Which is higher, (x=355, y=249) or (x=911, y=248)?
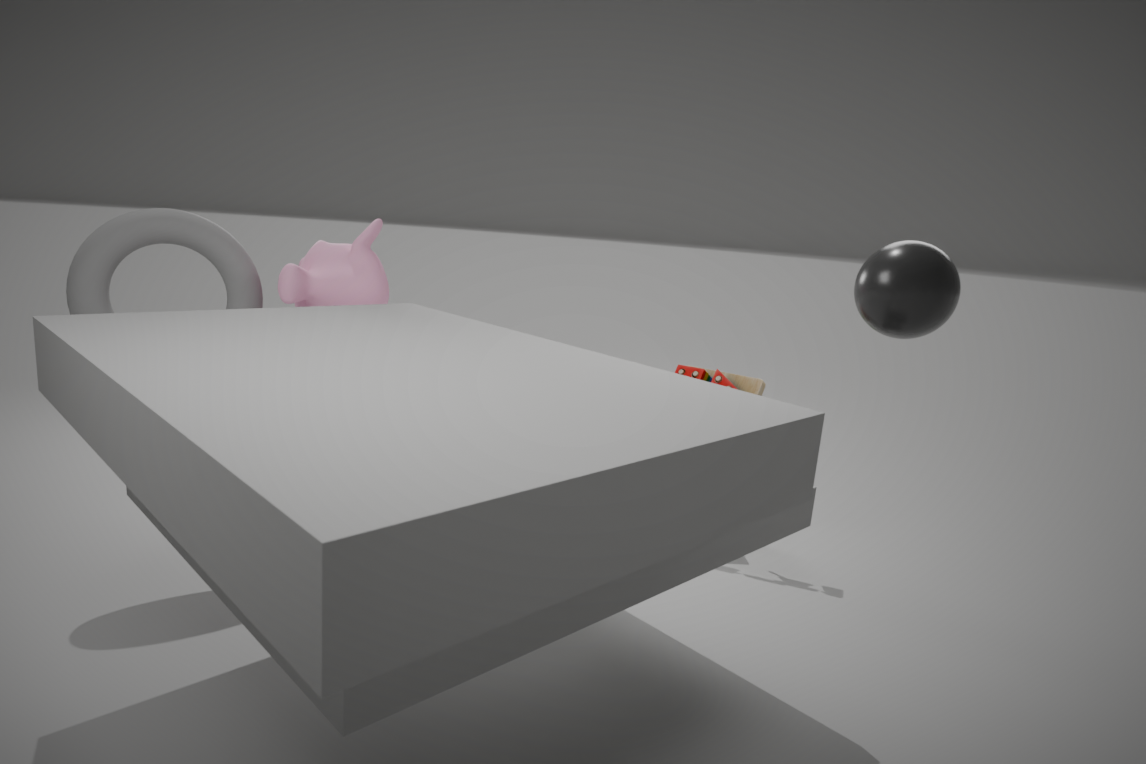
(x=911, y=248)
